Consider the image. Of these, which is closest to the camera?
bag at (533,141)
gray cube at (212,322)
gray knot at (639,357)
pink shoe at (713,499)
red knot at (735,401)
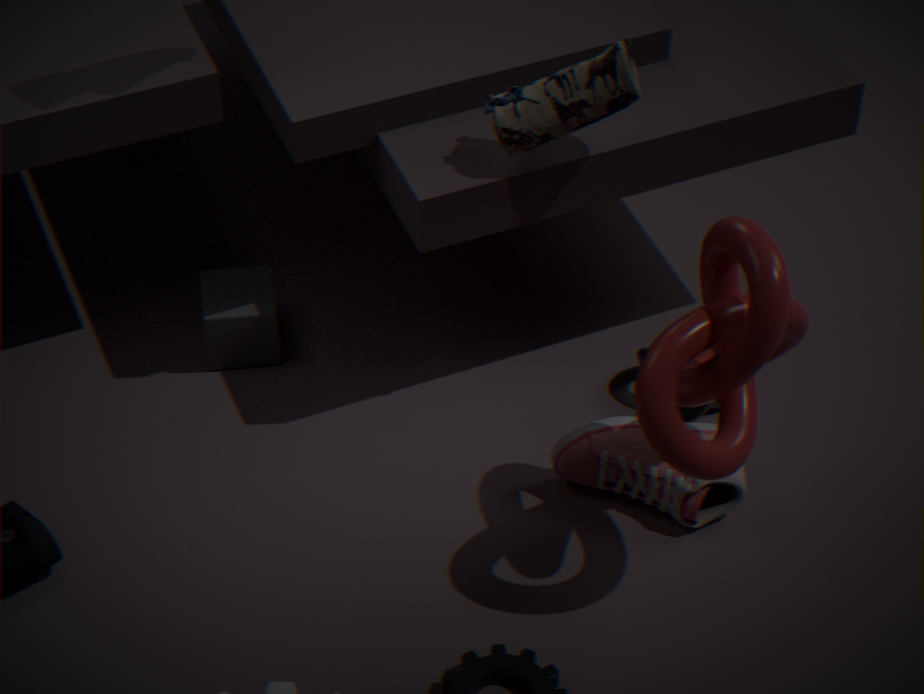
red knot at (735,401)
